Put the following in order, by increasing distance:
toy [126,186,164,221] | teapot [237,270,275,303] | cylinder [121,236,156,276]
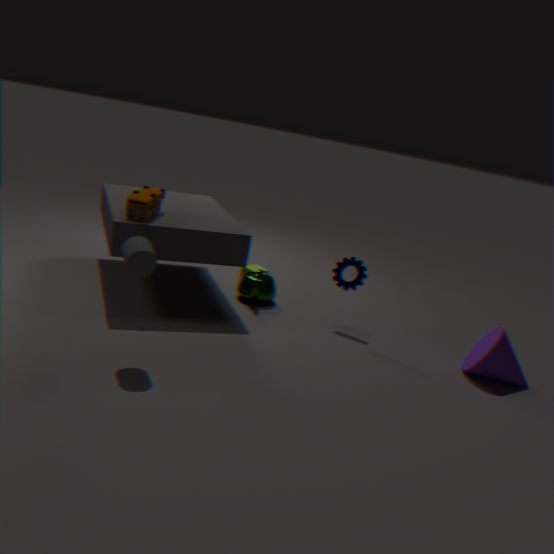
cylinder [121,236,156,276], toy [126,186,164,221], teapot [237,270,275,303]
